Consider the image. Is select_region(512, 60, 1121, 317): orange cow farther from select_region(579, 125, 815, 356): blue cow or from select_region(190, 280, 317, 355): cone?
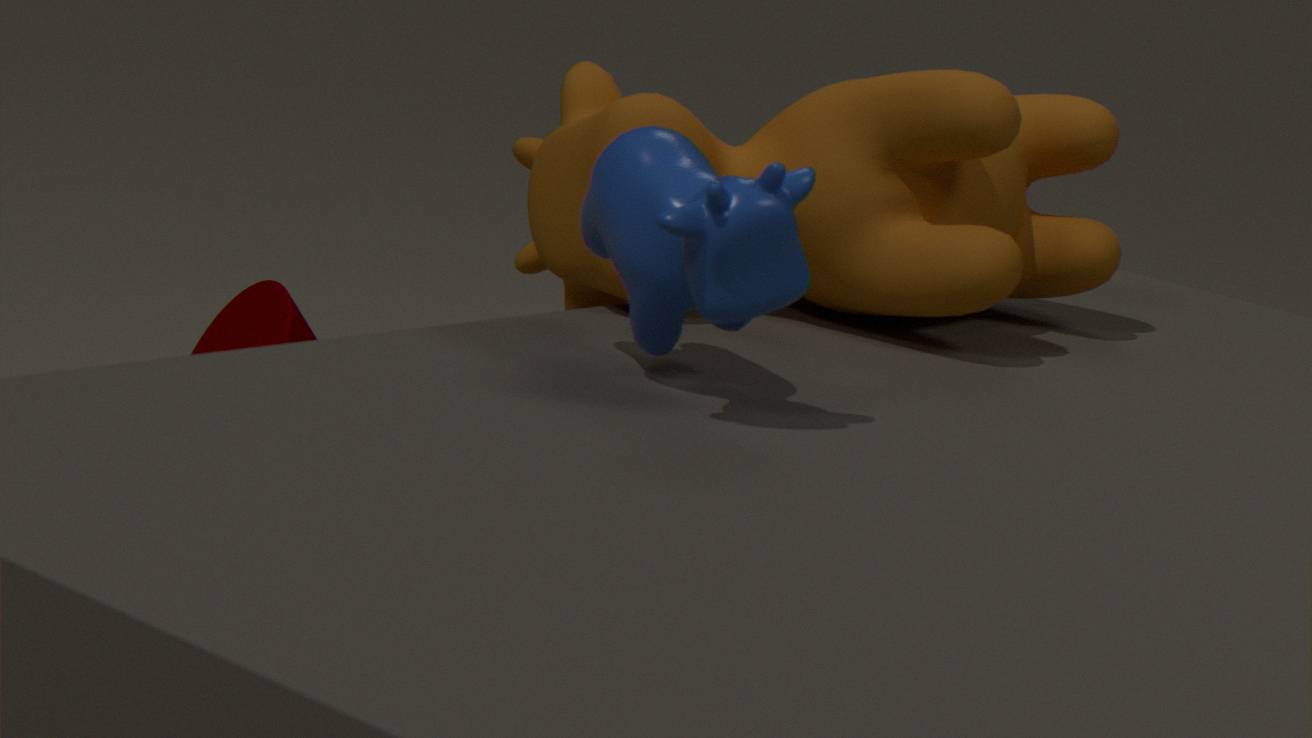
select_region(190, 280, 317, 355): cone
